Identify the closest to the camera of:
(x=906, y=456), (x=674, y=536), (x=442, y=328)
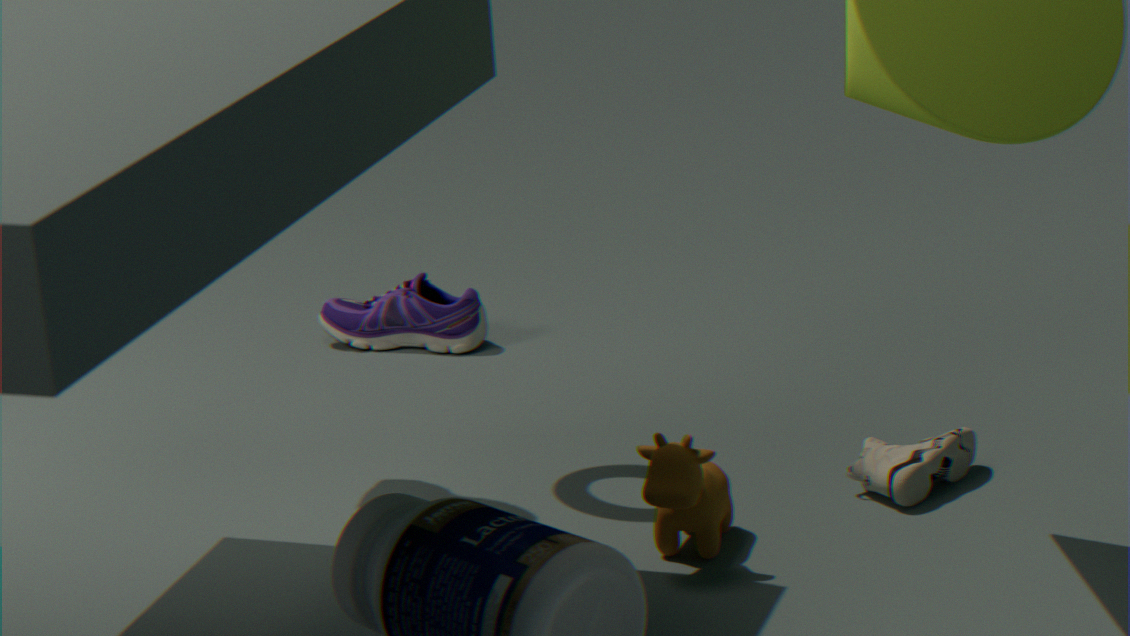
(x=674, y=536)
